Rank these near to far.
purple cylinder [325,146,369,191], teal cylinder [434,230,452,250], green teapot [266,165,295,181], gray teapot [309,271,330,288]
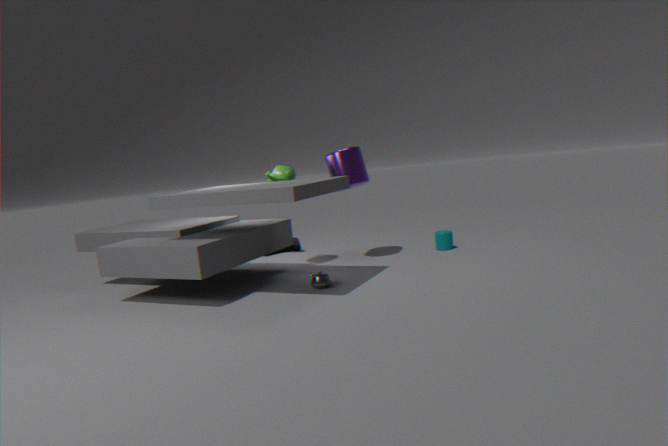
gray teapot [309,271,330,288] < green teapot [266,165,295,181] < purple cylinder [325,146,369,191] < teal cylinder [434,230,452,250]
